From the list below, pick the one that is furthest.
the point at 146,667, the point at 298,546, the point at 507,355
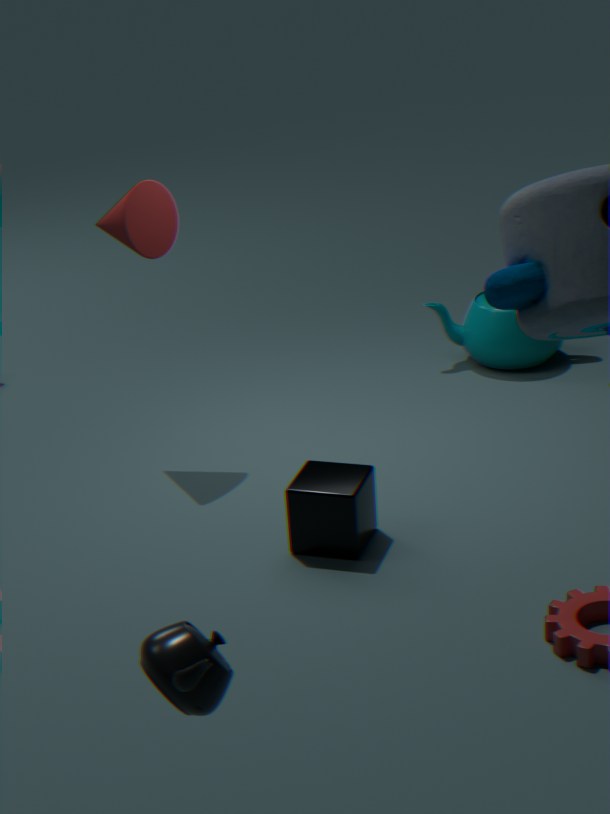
the point at 507,355
